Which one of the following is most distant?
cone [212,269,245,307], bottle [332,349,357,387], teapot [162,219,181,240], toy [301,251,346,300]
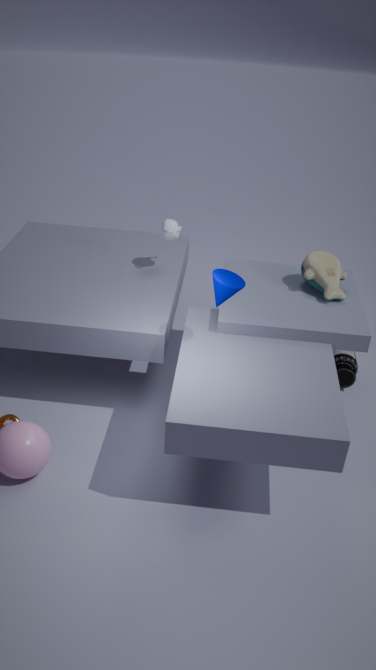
bottle [332,349,357,387]
